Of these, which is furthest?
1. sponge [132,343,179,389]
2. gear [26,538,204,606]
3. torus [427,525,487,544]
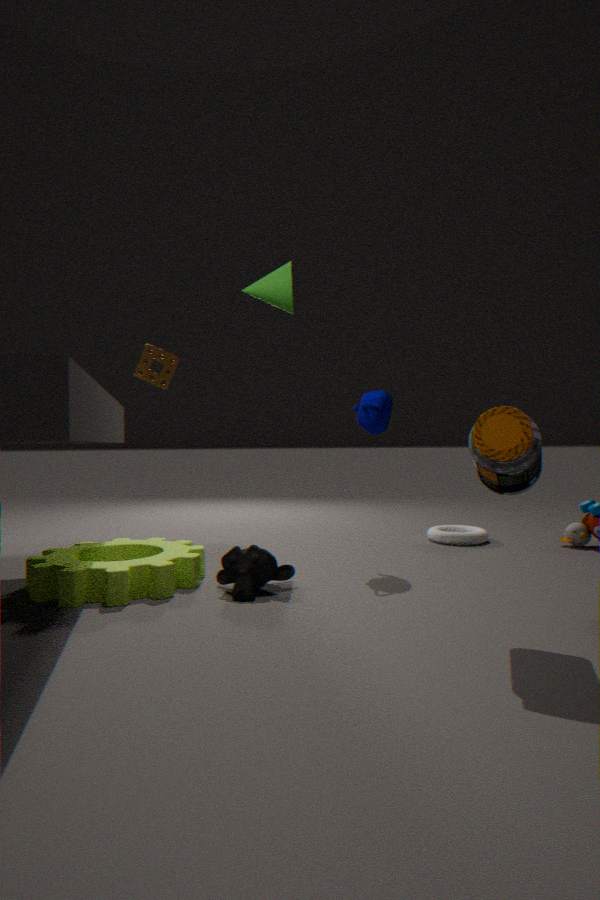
sponge [132,343,179,389]
